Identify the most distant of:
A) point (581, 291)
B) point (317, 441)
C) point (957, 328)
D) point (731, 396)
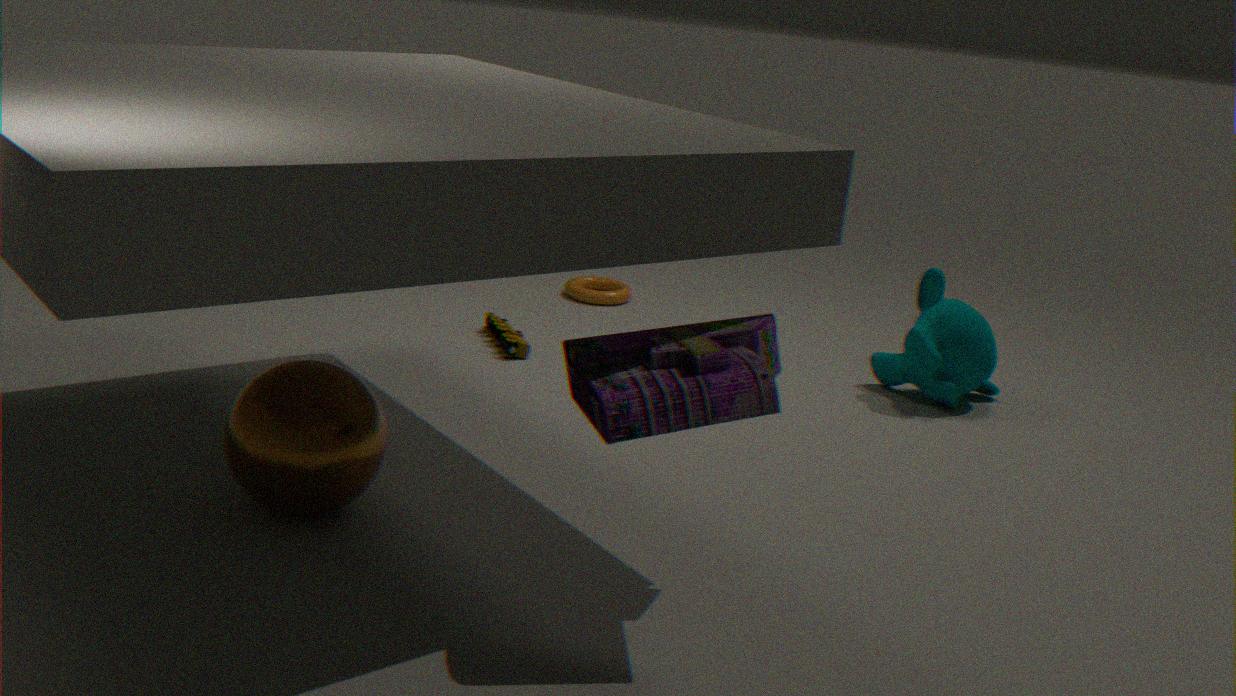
point (581, 291)
